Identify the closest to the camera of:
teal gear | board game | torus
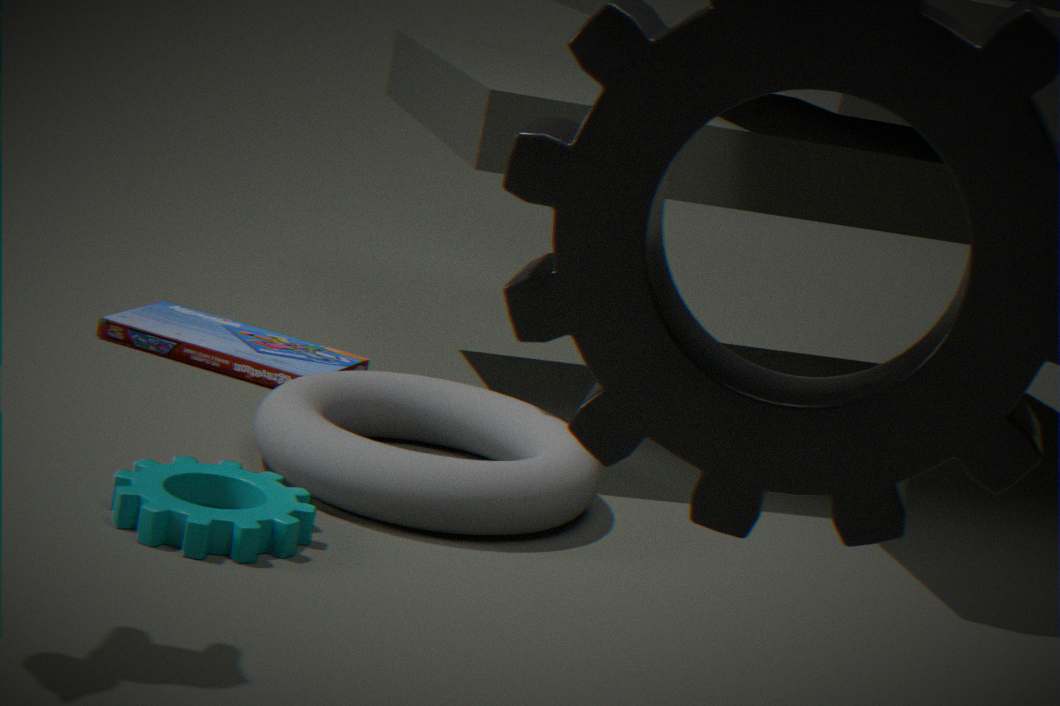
teal gear
